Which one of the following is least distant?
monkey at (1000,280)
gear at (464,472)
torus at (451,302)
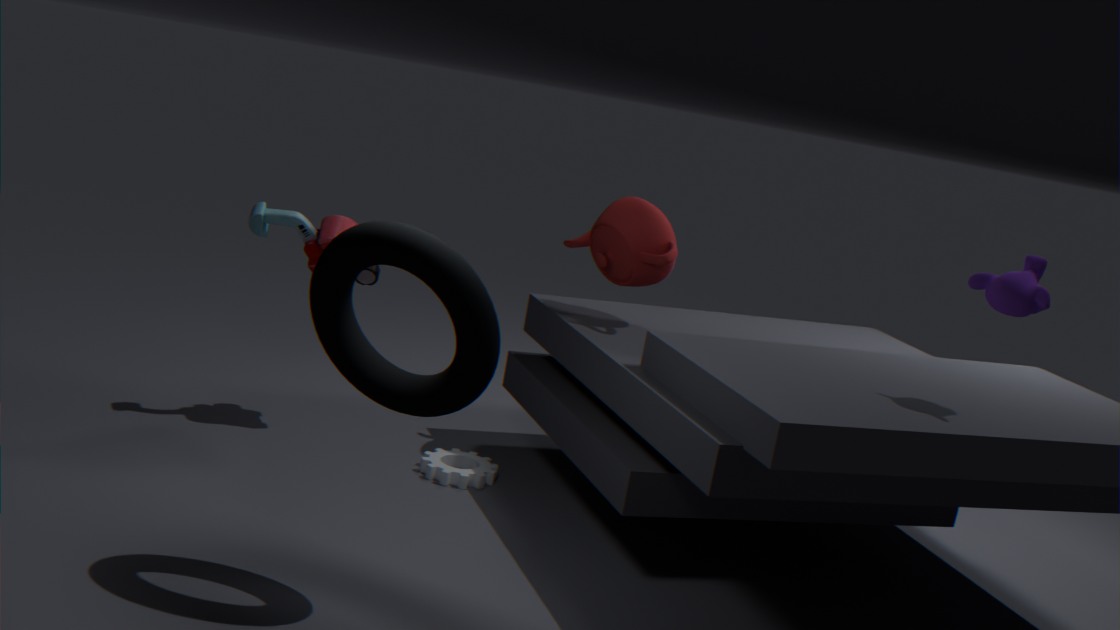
torus at (451,302)
